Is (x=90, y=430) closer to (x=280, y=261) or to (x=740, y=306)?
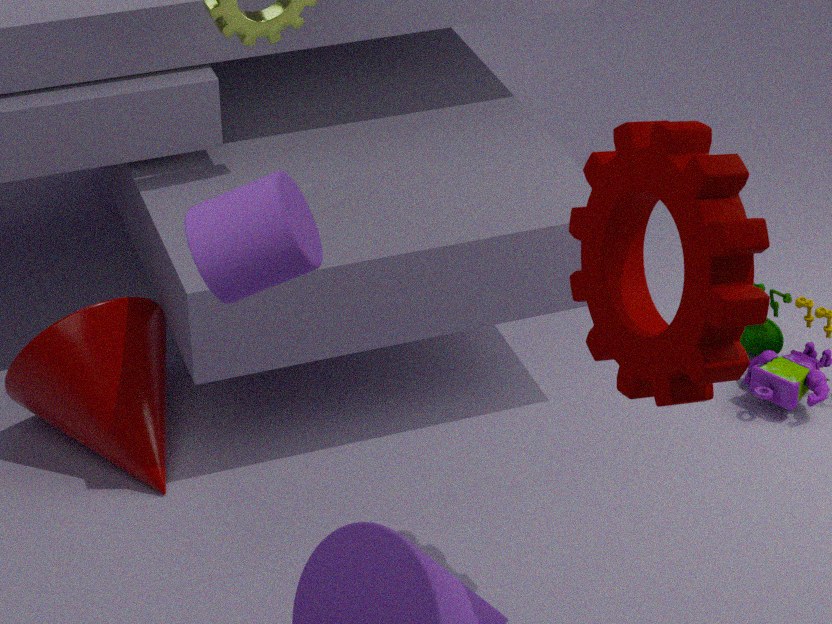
(x=280, y=261)
